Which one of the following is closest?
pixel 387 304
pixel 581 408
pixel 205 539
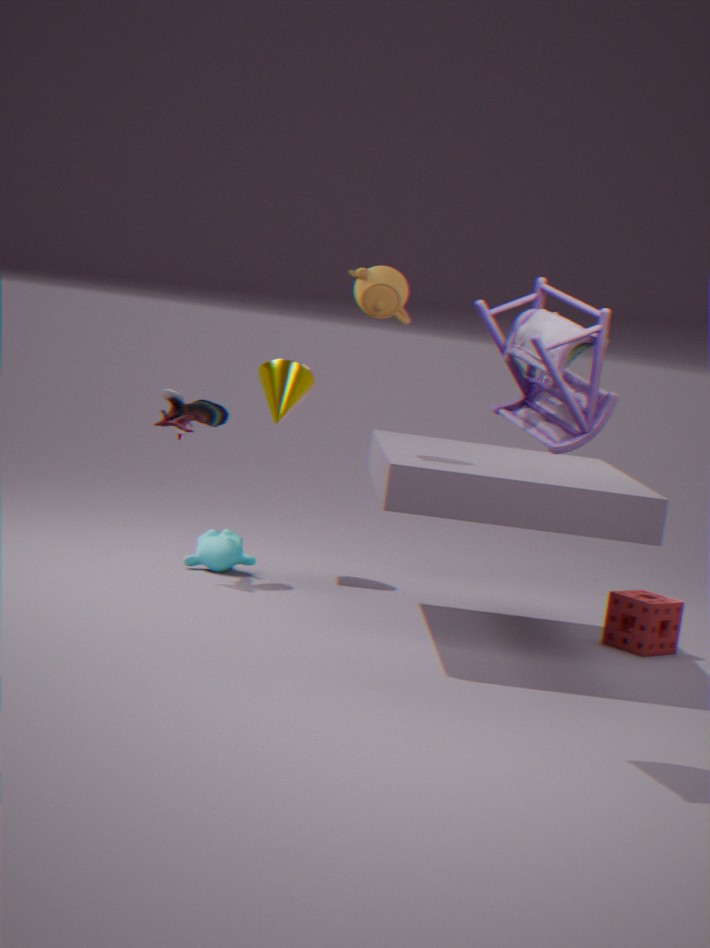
pixel 581 408
